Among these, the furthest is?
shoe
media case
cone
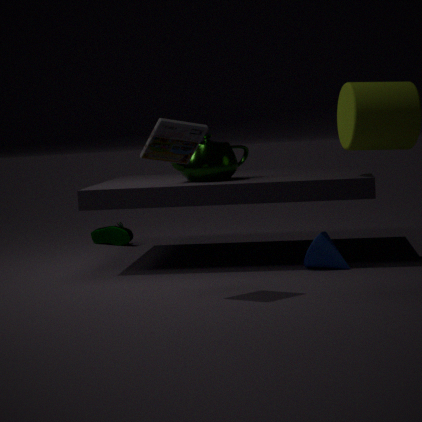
shoe
